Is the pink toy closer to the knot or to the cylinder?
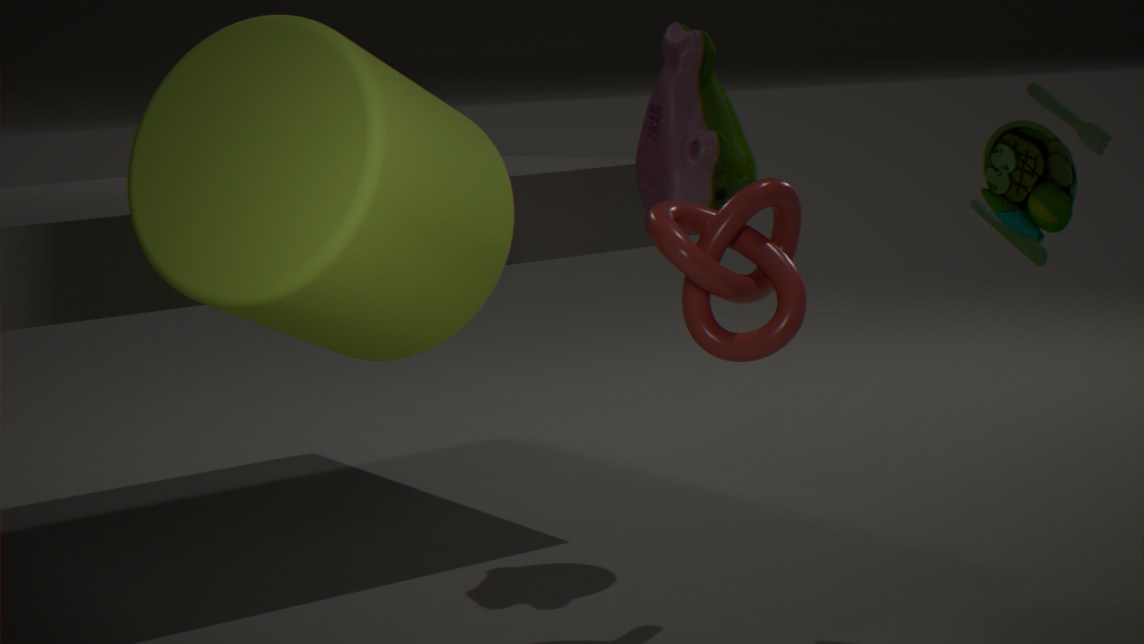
the knot
